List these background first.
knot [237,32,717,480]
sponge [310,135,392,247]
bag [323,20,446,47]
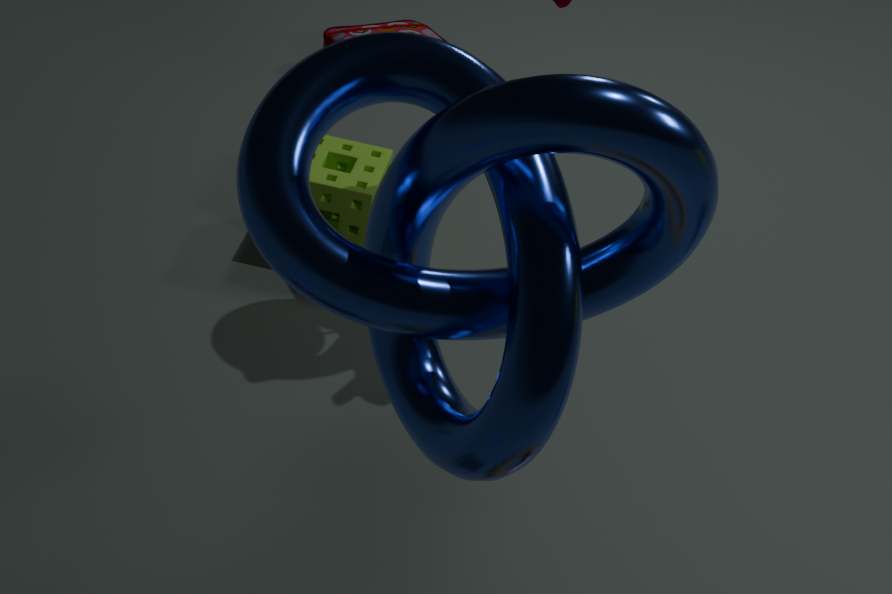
bag [323,20,446,47] < sponge [310,135,392,247] < knot [237,32,717,480]
